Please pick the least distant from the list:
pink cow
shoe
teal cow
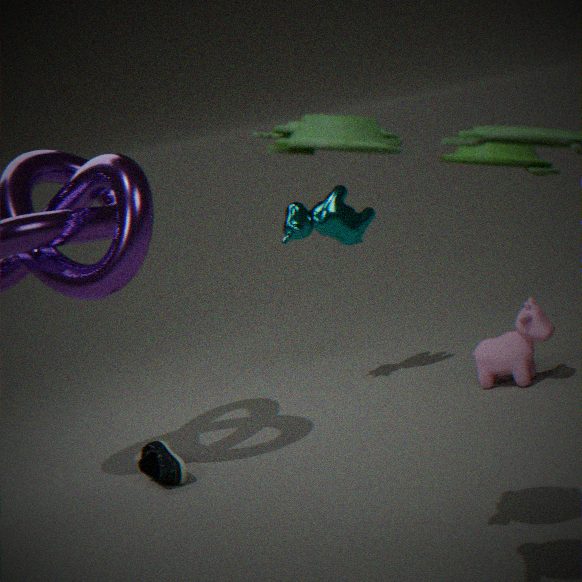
shoe
